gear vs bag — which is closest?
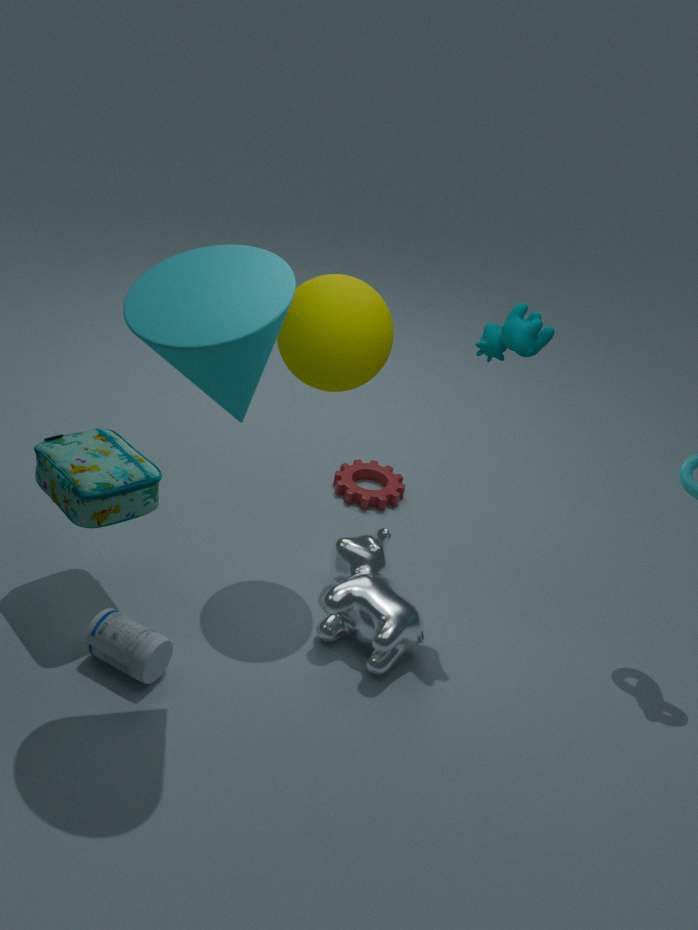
bag
